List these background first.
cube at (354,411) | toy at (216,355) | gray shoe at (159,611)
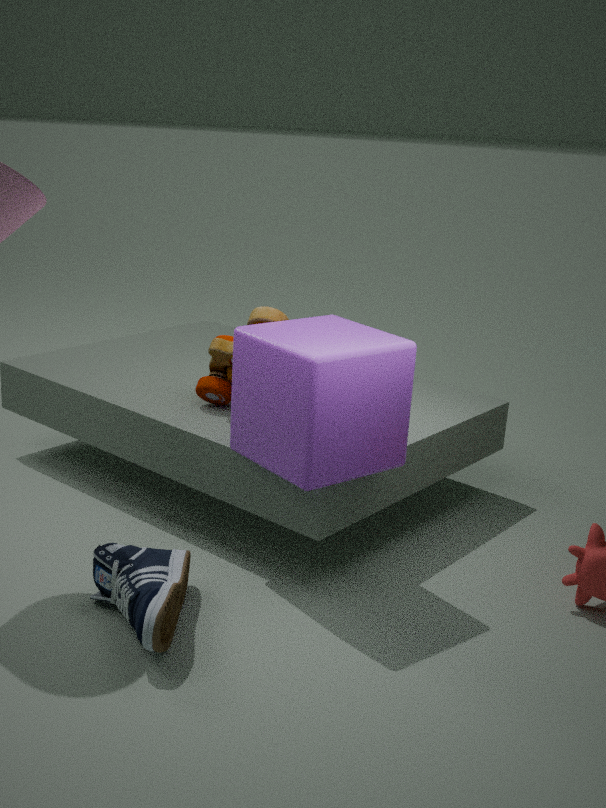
toy at (216,355), cube at (354,411), gray shoe at (159,611)
